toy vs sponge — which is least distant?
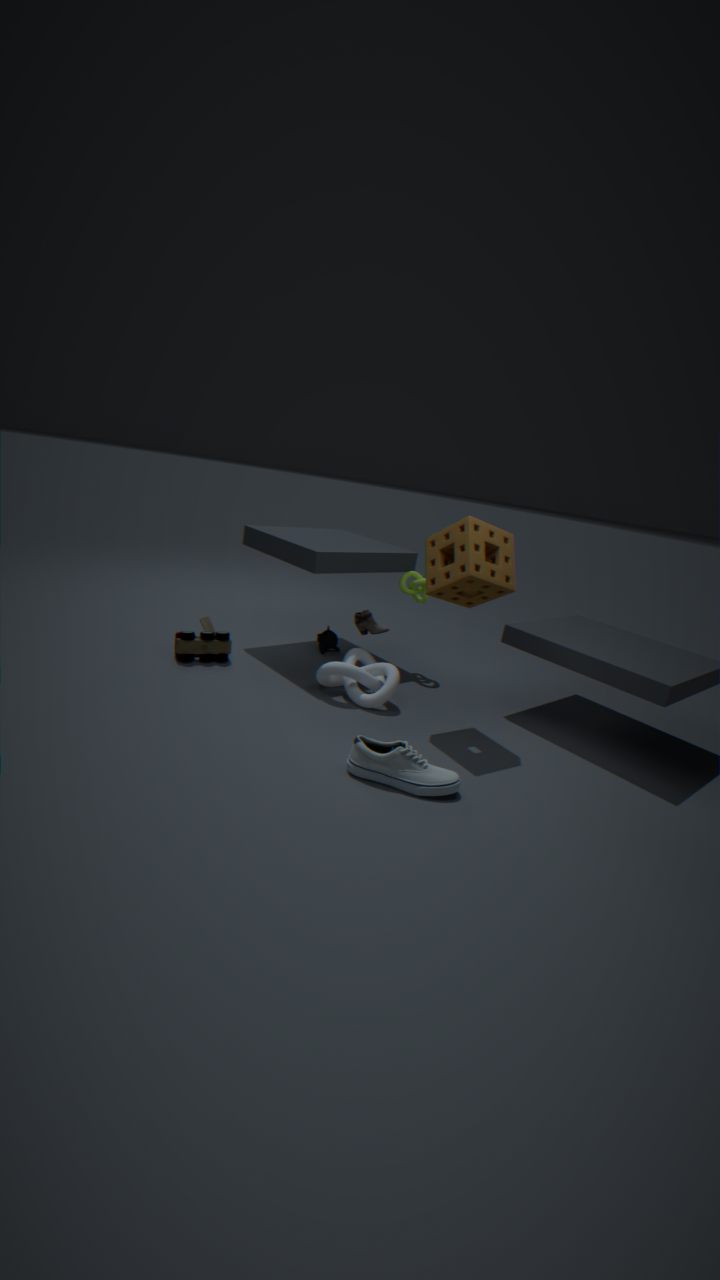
sponge
